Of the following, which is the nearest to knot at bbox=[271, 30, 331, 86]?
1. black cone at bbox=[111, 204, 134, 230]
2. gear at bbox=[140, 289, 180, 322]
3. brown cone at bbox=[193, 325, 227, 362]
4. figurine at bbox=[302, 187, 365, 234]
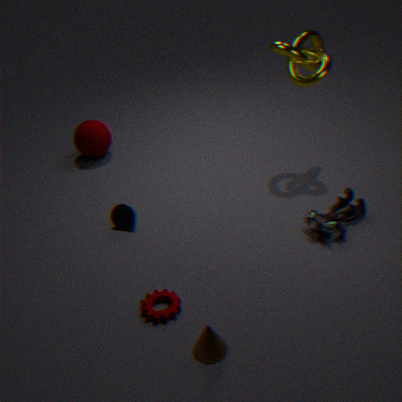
figurine at bbox=[302, 187, 365, 234]
